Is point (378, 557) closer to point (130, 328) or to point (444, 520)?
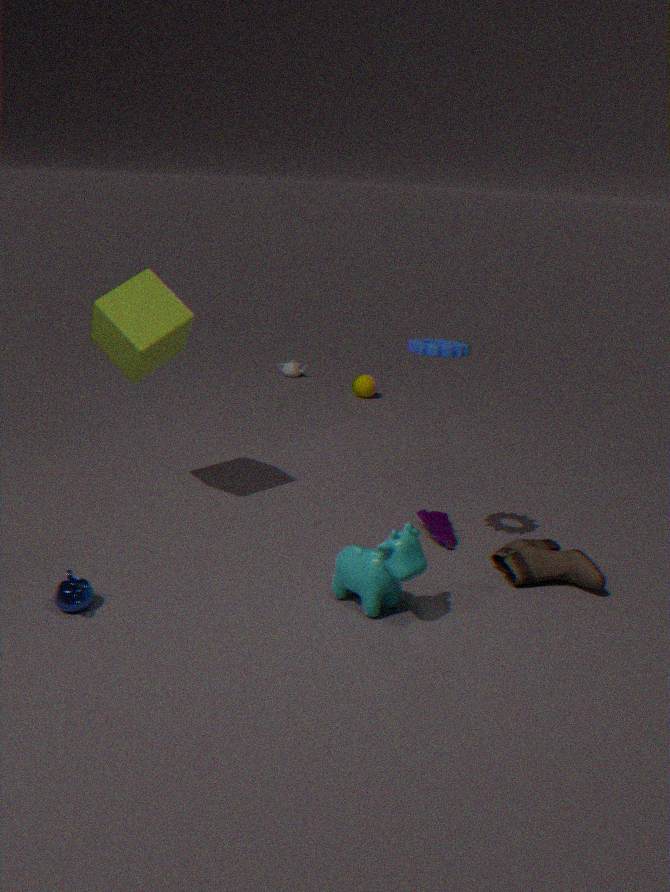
point (444, 520)
